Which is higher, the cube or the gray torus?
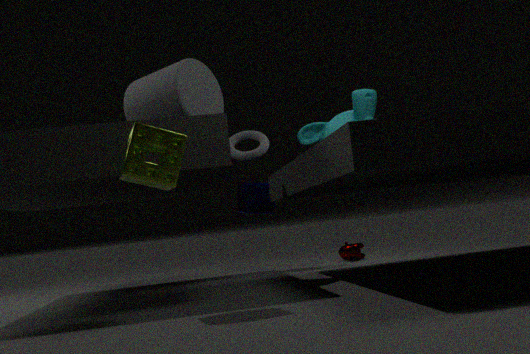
the gray torus
